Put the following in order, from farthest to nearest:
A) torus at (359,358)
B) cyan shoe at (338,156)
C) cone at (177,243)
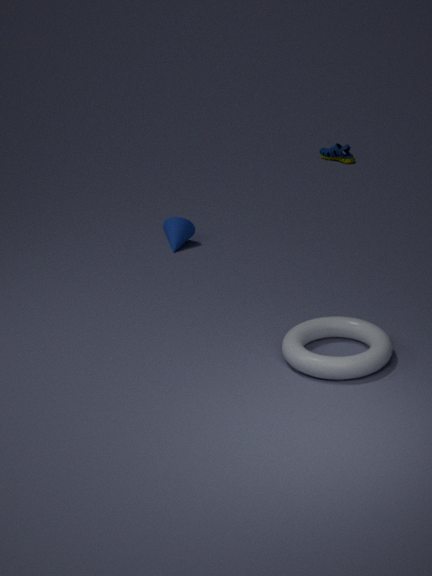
cyan shoe at (338,156)
cone at (177,243)
torus at (359,358)
